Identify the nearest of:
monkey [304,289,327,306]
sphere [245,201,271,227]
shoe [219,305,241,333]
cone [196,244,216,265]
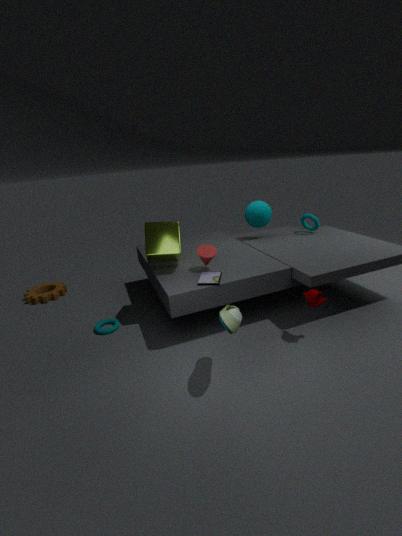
shoe [219,305,241,333]
